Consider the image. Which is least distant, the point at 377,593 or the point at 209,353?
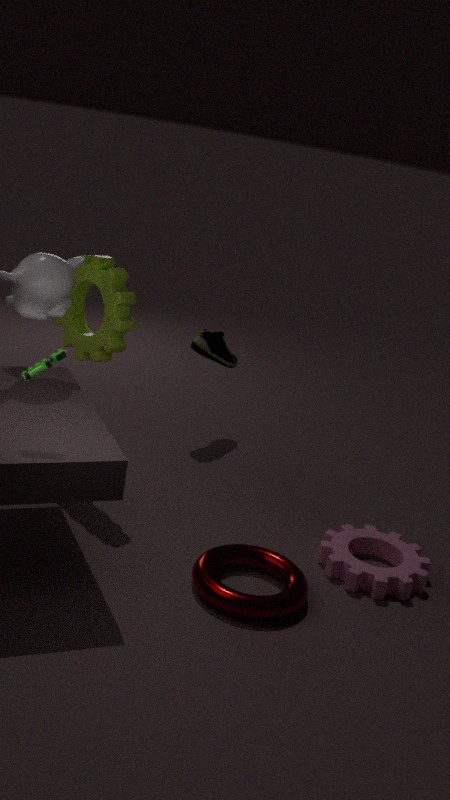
the point at 377,593
